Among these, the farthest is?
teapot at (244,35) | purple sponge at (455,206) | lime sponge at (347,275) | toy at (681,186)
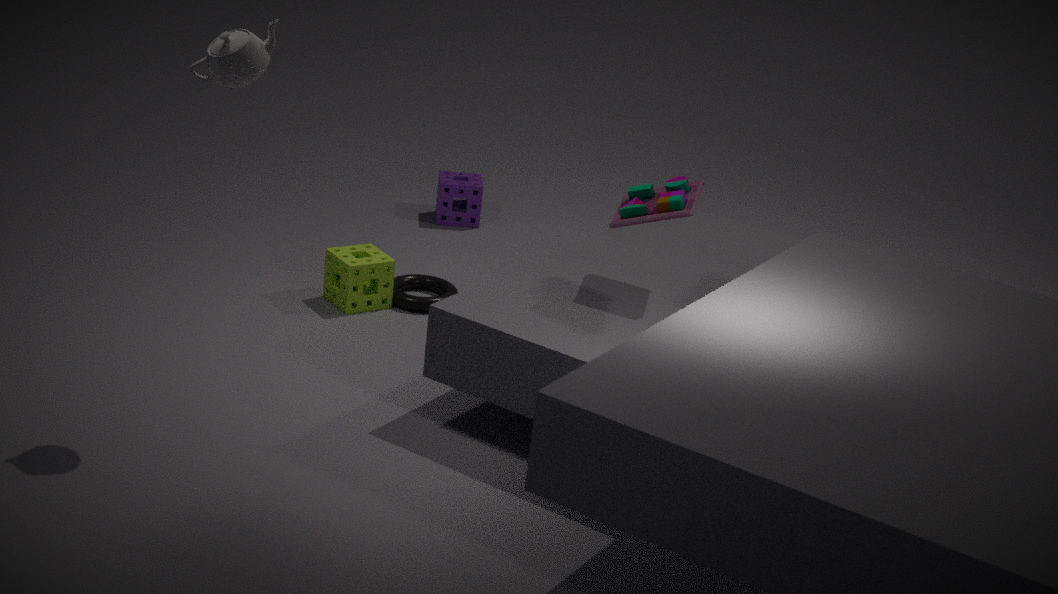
purple sponge at (455,206)
